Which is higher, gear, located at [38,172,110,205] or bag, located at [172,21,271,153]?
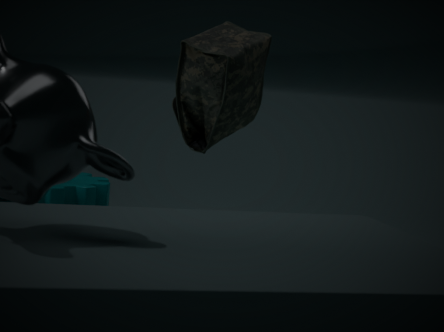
bag, located at [172,21,271,153]
